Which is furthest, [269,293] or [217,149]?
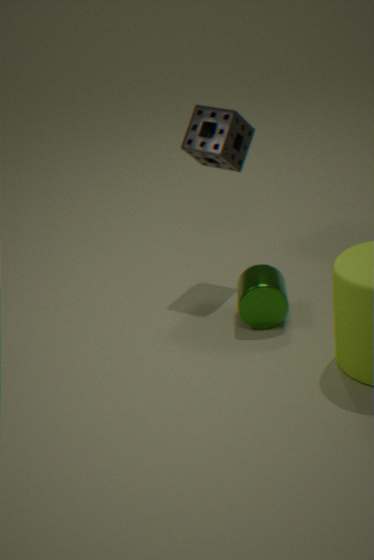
[217,149]
